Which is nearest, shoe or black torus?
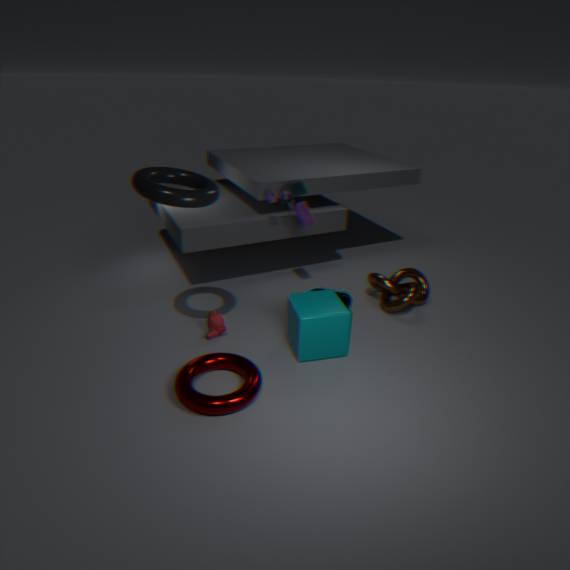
black torus
